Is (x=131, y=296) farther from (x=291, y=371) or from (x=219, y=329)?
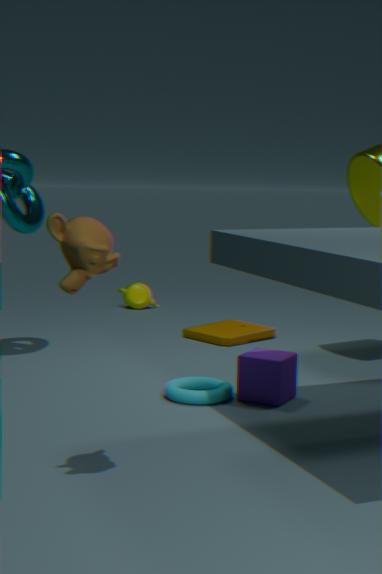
(x=291, y=371)
